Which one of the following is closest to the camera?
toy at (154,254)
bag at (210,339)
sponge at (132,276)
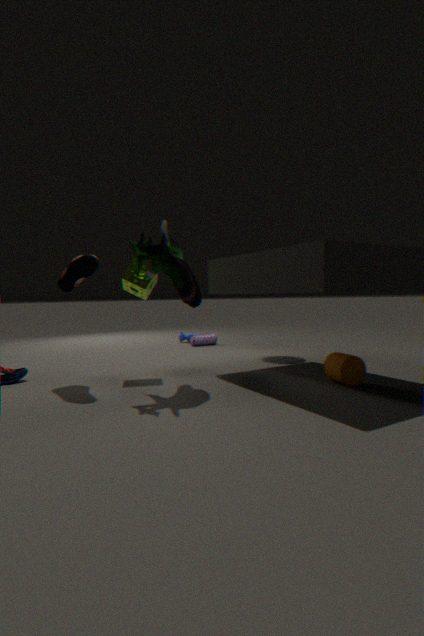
toy at (154,254)
